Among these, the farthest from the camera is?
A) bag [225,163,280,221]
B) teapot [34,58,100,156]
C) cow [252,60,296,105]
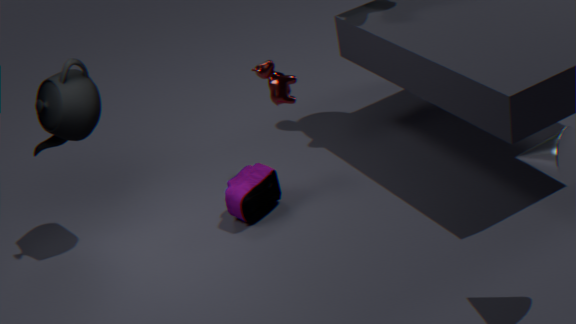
cow [252,60,296,105]
